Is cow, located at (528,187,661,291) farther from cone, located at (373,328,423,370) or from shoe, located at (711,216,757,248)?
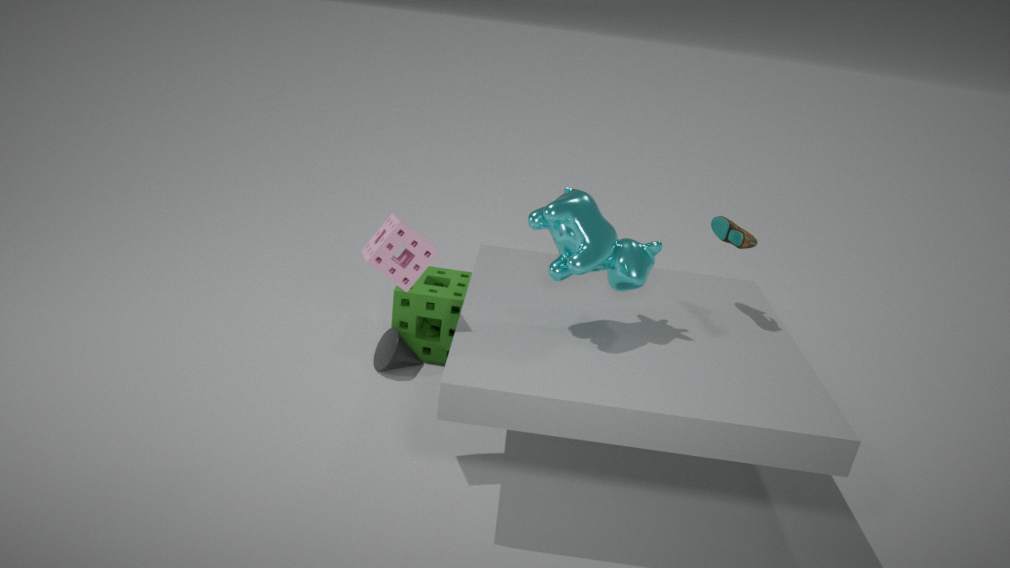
cone, located at (373,328,423,370)
